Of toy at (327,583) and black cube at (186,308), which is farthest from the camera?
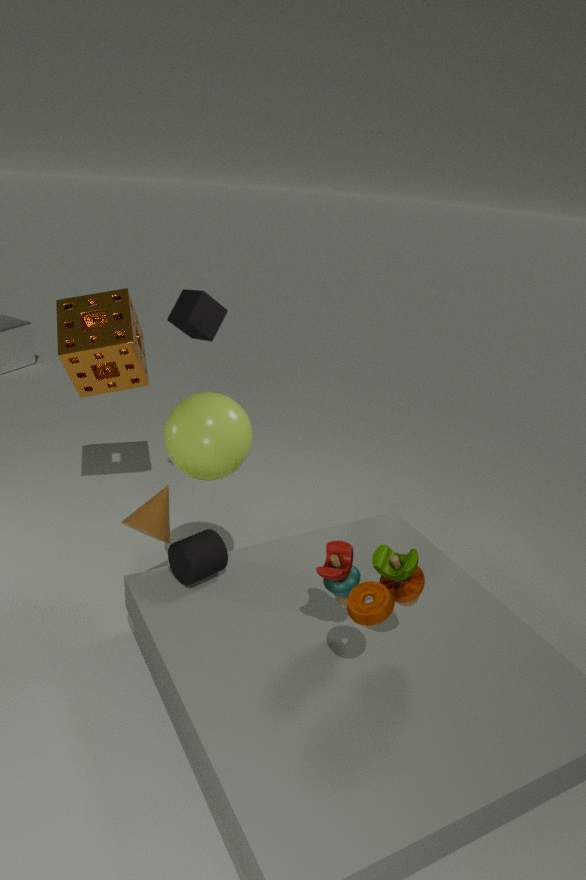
black cube at (186,308)
